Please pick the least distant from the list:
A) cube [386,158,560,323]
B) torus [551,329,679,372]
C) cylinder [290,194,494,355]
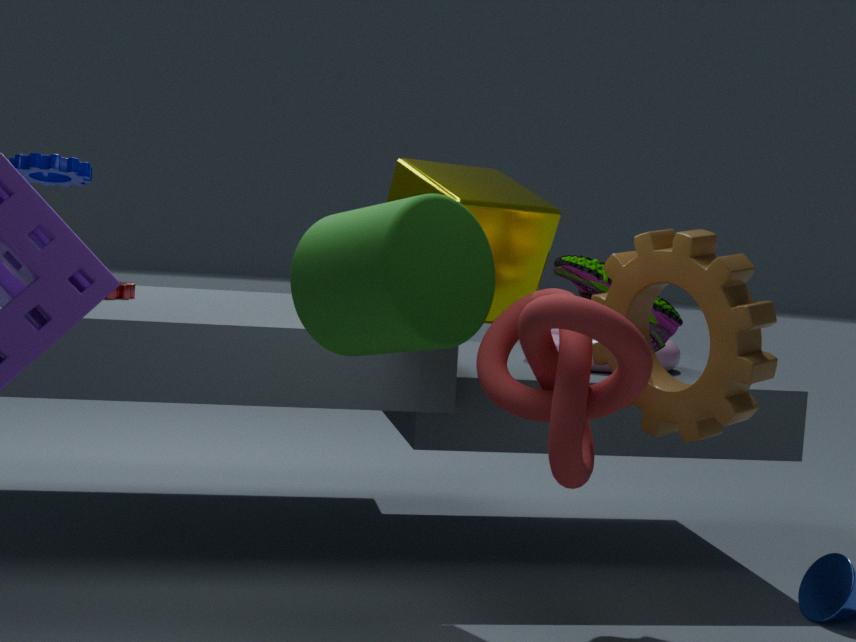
cylinder [290,194,494,355]
